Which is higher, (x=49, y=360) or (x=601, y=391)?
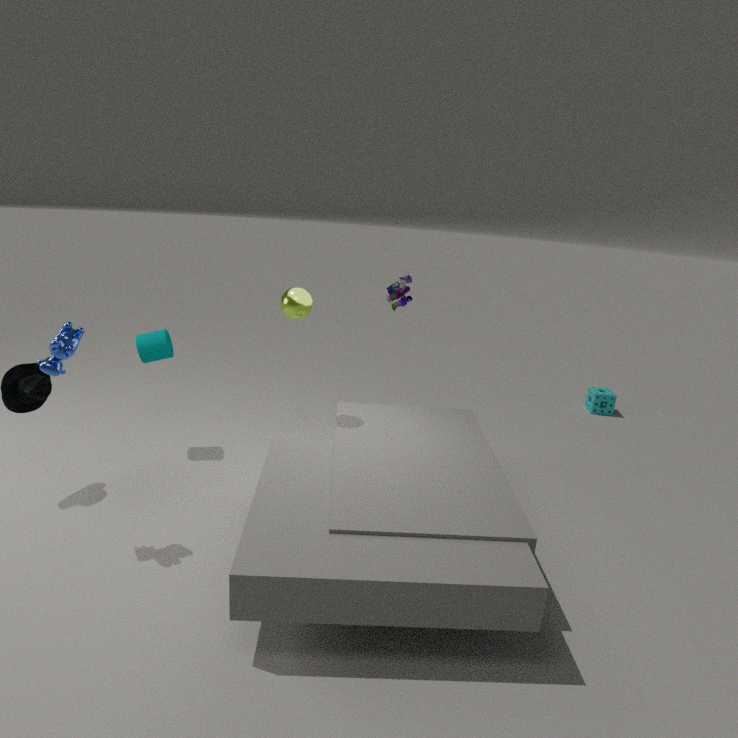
(x=49, y=360)
